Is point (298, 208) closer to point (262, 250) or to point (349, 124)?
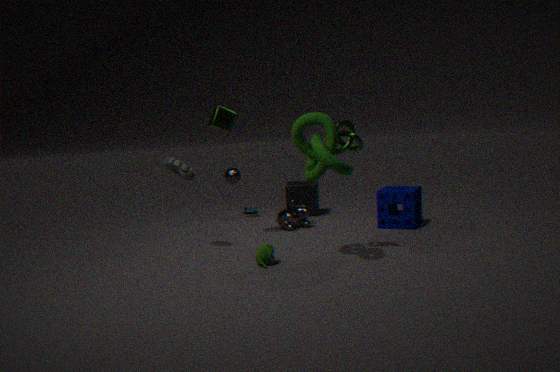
point (262, 250)
